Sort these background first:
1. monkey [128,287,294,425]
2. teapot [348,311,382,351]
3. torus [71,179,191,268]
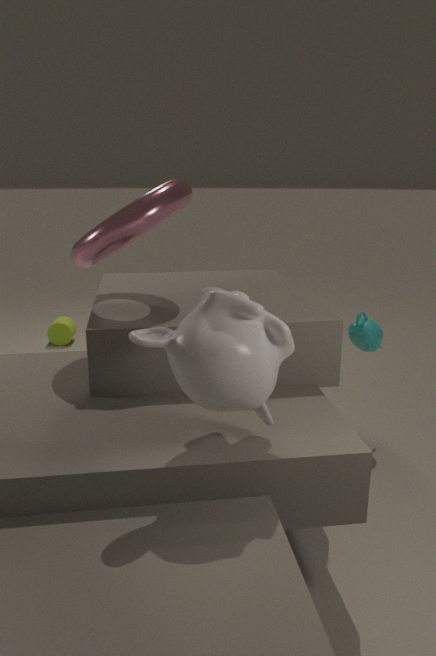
teapot [348,311,382,351] → torus [71,179,191,268] → monkey [128,287,294,425]
